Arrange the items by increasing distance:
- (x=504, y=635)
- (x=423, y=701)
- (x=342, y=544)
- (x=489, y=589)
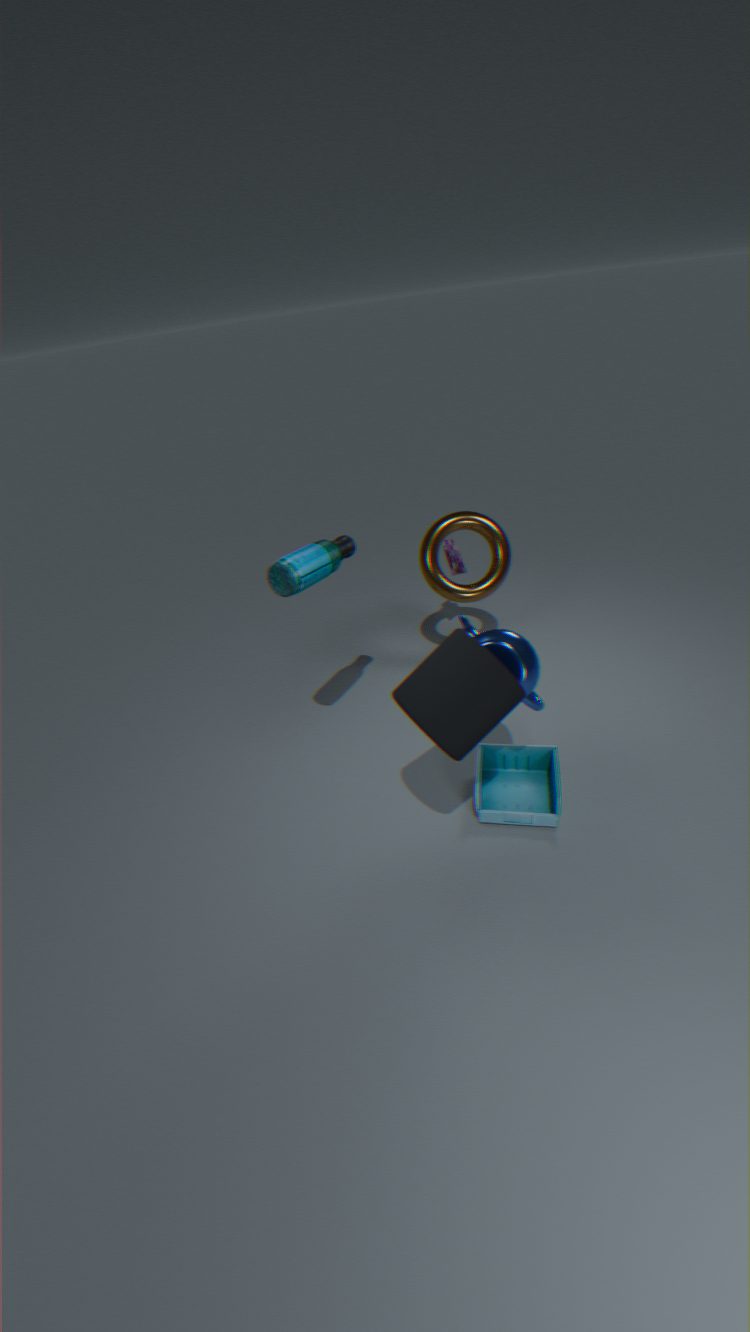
(x=423, y=701), (x=504, y=635), (x=342, y=544), (x=489, y=589)
